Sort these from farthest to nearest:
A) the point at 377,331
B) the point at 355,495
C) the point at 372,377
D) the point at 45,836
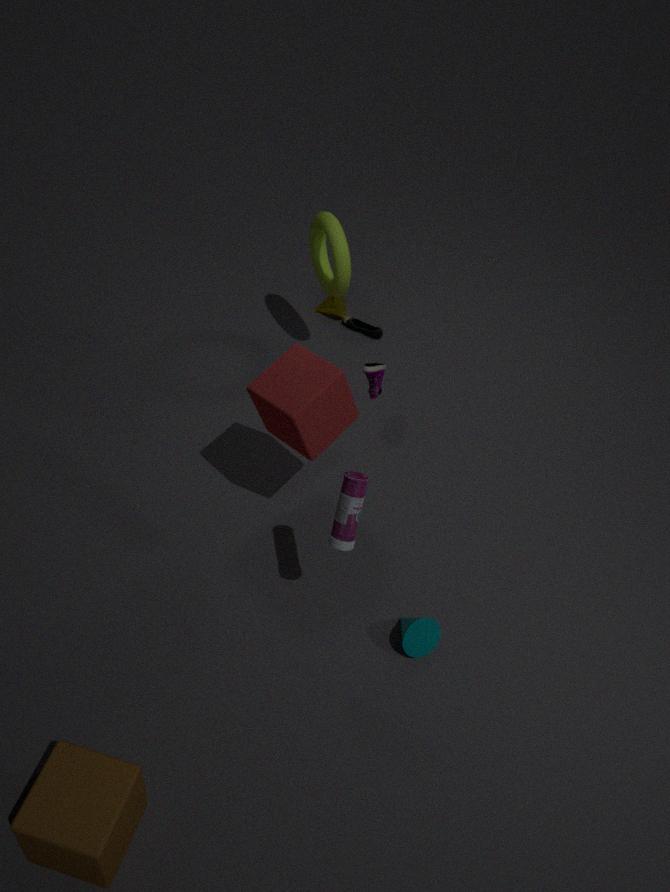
the point at 377,331, the point at 372,377, the point at 355,495, the point at 45,836
